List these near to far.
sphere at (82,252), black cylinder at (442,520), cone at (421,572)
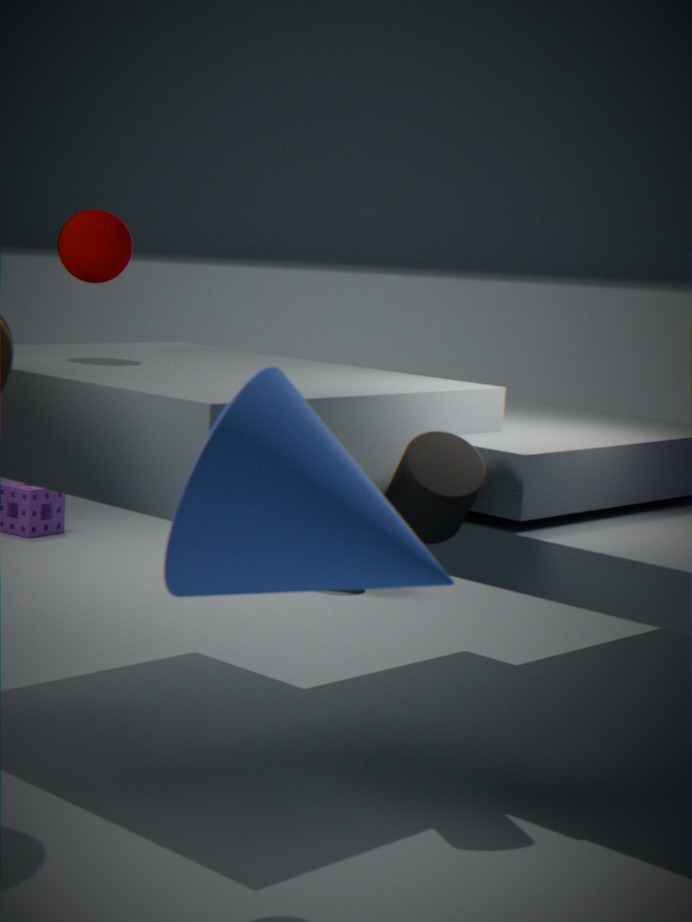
cone at (421,572)
black cylinder at (442,520)
sphere at (82,252)
